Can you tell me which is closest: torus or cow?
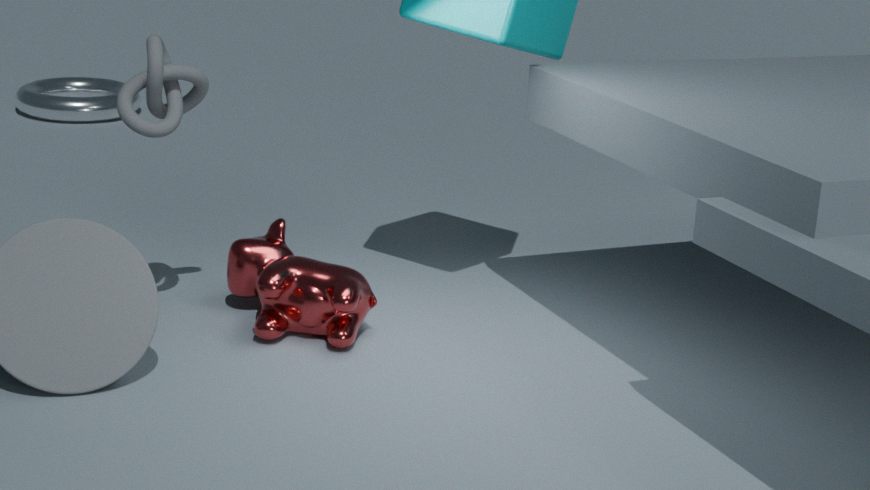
cow
